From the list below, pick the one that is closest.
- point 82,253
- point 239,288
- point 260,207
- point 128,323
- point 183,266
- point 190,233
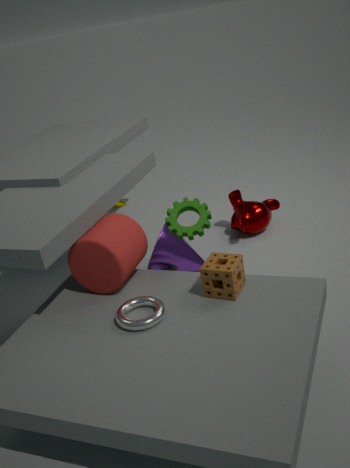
point 128,323
